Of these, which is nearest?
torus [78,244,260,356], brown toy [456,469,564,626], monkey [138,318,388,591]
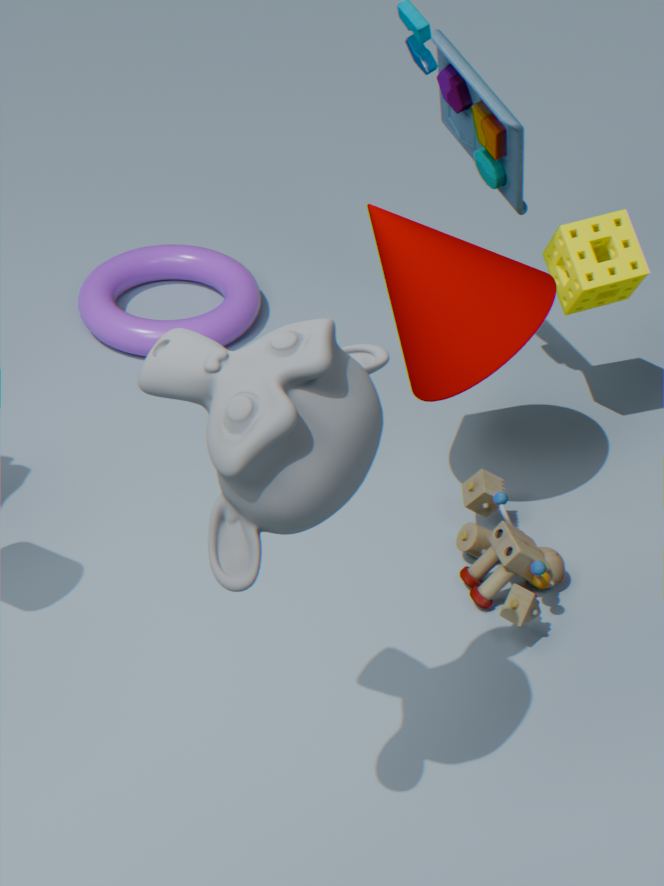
monkey [138,318,388,591]
